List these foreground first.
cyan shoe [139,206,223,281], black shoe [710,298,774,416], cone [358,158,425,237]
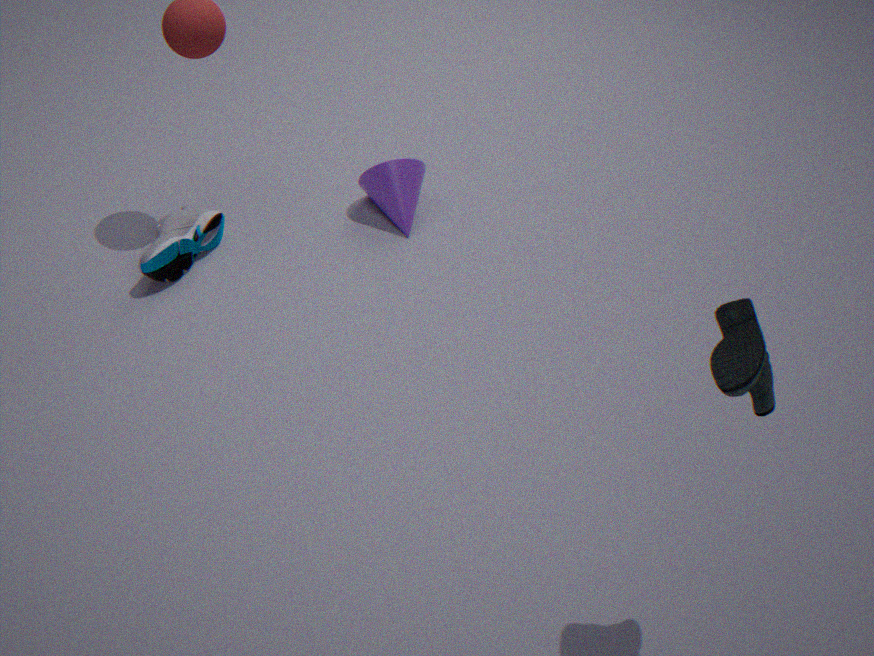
black shoe [710,298,774,416], cyan shoe [139,206,223,281], cone [358,158,425,237]
